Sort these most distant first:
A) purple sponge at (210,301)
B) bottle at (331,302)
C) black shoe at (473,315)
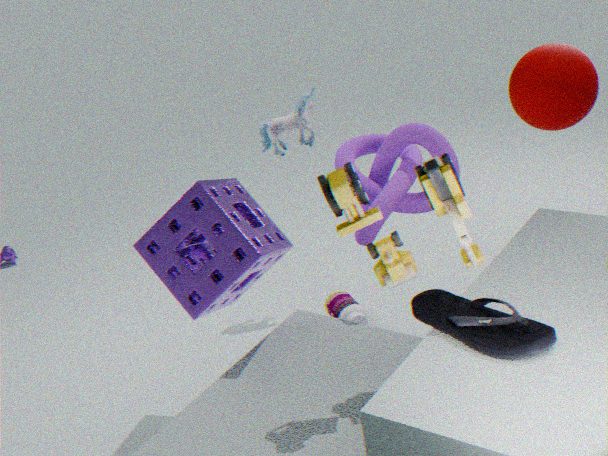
bottle at (331,302)
purple sponge at (210,301)
black shoe at (473,315)
